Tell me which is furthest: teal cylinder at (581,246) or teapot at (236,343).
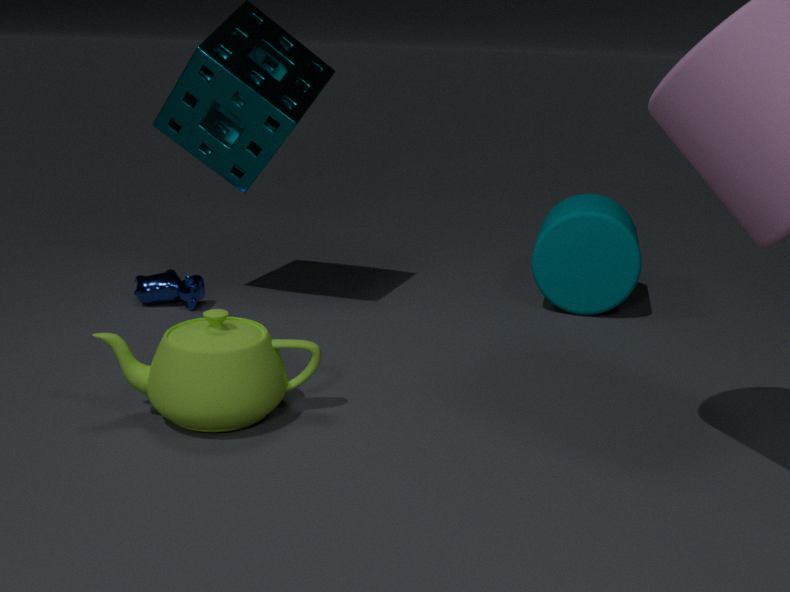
teal cylinder at (581,246)
